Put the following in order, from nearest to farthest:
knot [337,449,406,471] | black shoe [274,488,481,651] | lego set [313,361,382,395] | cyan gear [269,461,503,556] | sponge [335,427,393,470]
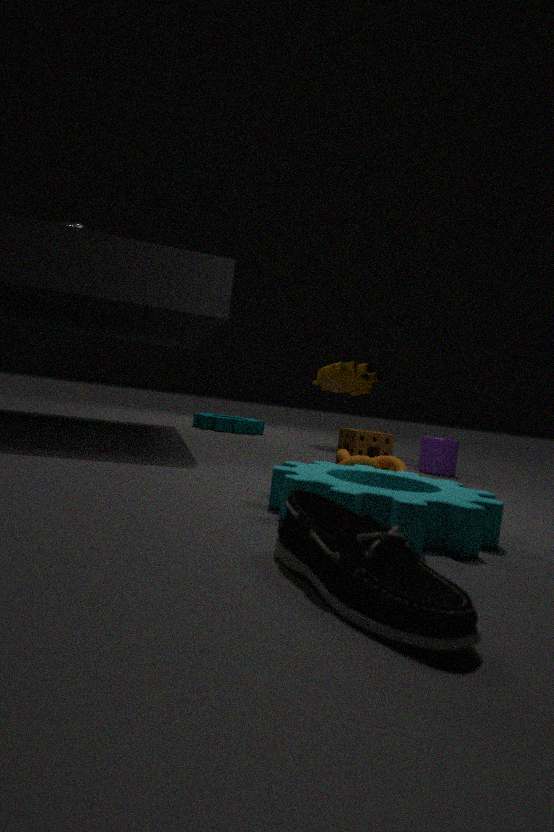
1. black shoe [274,488,481,651]
2. cyan gear [269,461,503,556]
3. knot [337,449,406,471]
4. sponge [335,427,393,470]
5. lego set [313,361,382,395]
